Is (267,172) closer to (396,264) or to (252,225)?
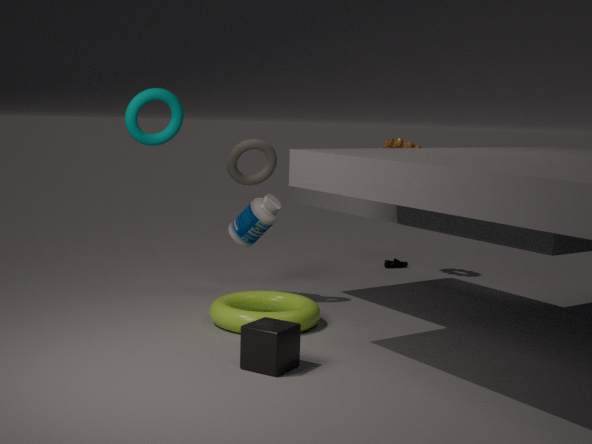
(252,225)
